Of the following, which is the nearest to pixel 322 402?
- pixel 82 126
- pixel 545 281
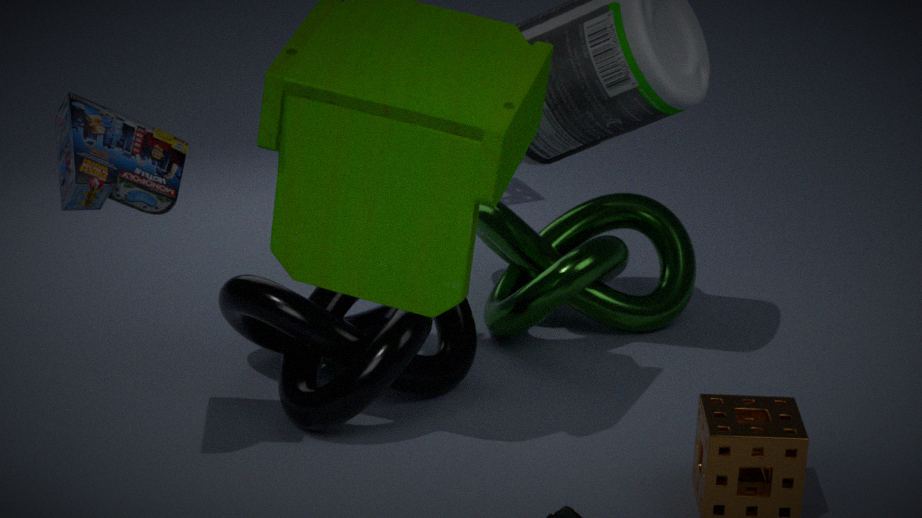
pixel 545 281
